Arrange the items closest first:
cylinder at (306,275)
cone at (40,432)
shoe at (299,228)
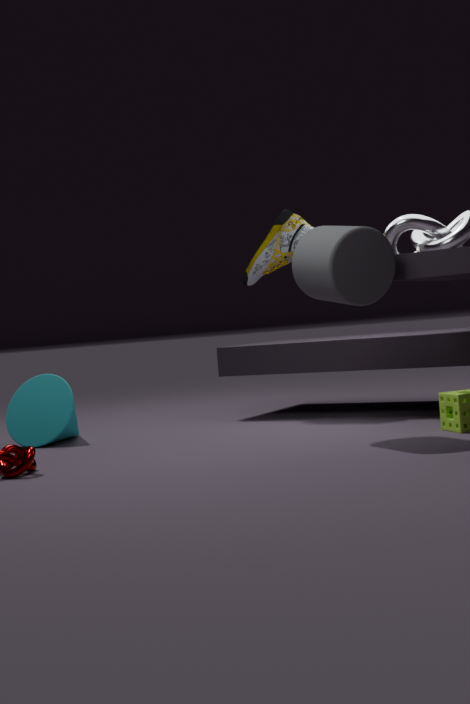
cylinder at (306,275) < cone at (40,432) < shoe at (299,228)
